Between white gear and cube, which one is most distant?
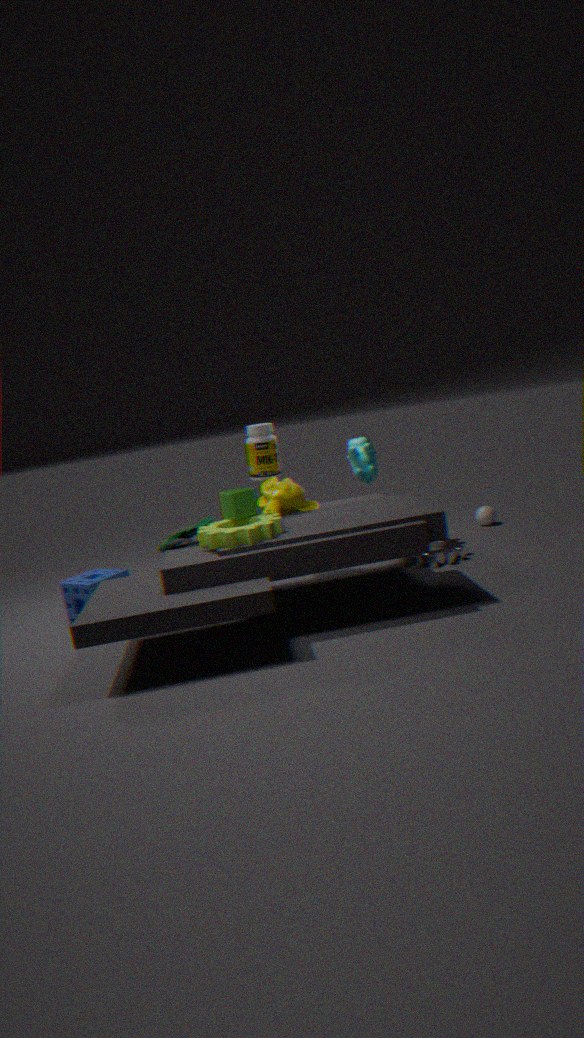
white gear
